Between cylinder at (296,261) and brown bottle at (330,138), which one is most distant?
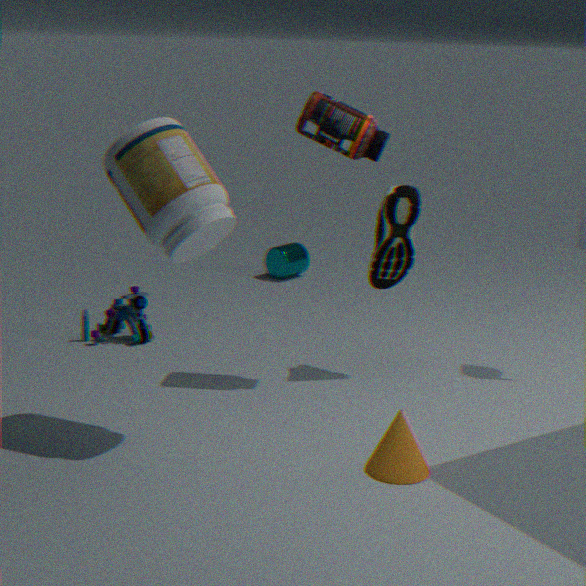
cylinder at (296,261)
